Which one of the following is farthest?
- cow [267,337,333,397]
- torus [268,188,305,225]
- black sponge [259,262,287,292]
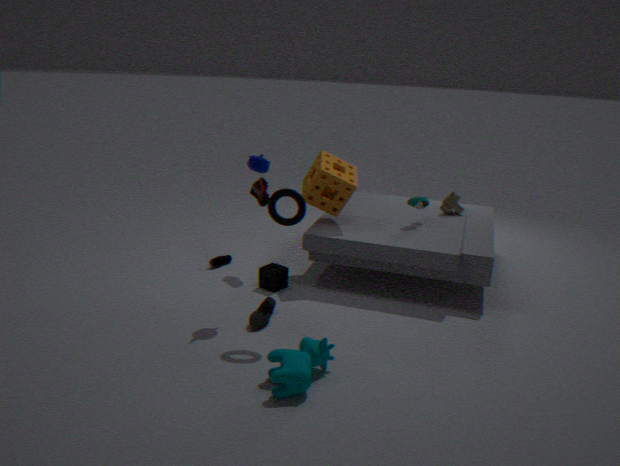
black sponge [259,262,287,292]
